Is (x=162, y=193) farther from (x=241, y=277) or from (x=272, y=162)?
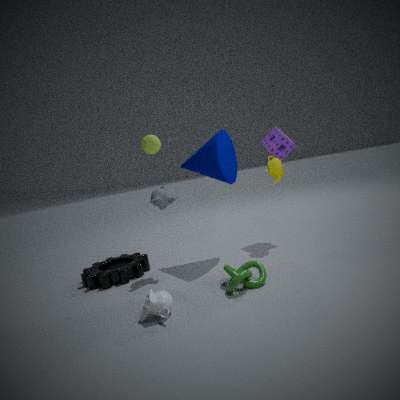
(x=272, y=162)
